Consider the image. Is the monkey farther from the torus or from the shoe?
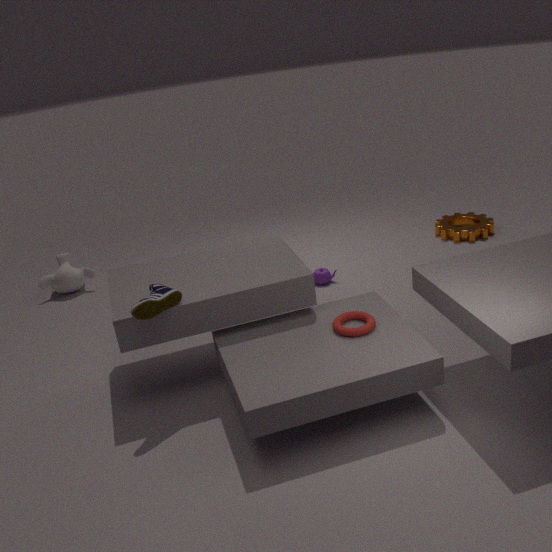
the torus
